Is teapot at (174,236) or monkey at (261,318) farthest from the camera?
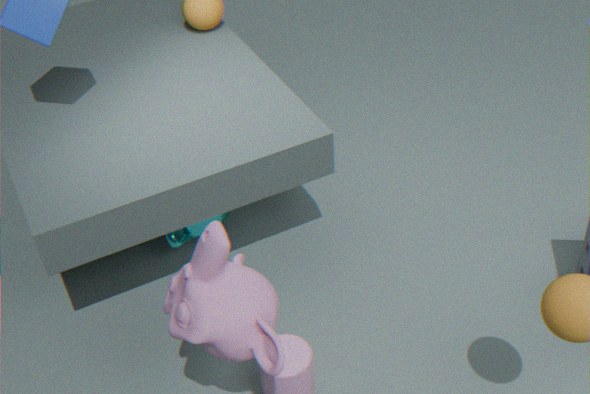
teapot at (174,236)
